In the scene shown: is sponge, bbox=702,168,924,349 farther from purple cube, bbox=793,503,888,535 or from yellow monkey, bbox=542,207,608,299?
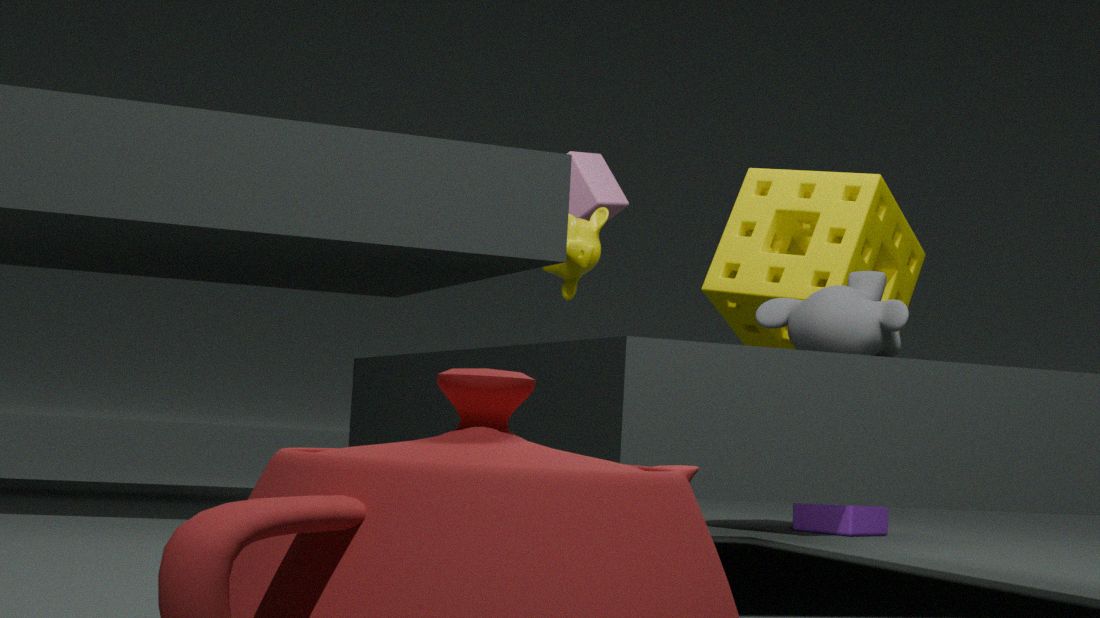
yellow monkey, bbox=542,207,608,299
